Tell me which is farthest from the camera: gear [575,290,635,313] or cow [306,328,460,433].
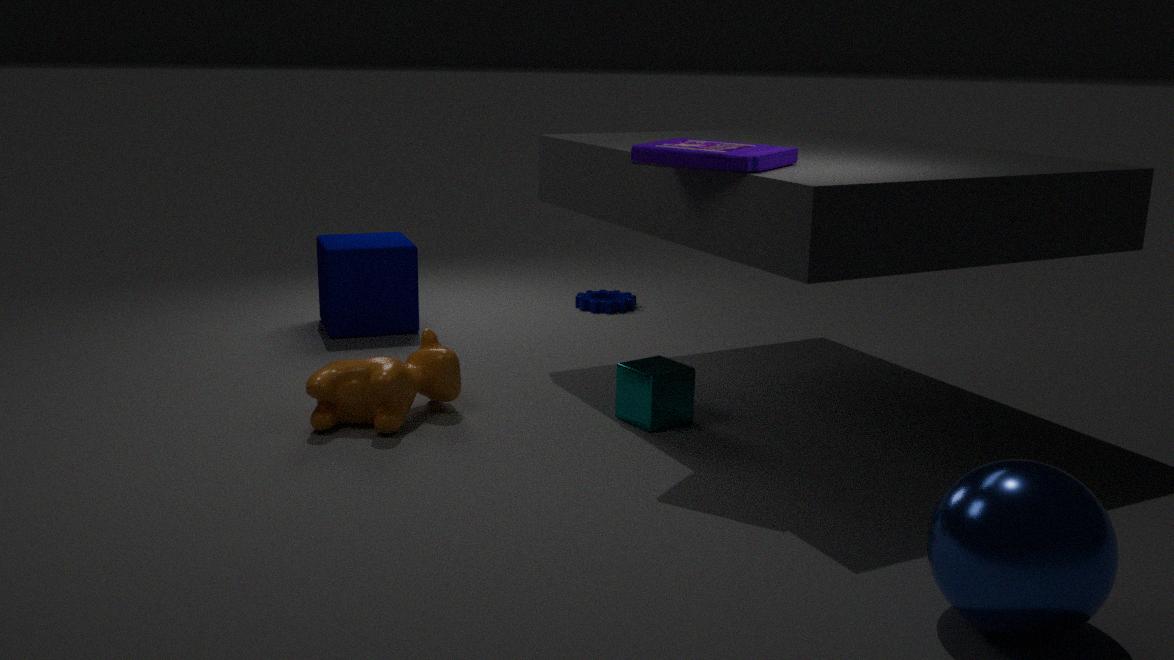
gear [575,290,635,313]
